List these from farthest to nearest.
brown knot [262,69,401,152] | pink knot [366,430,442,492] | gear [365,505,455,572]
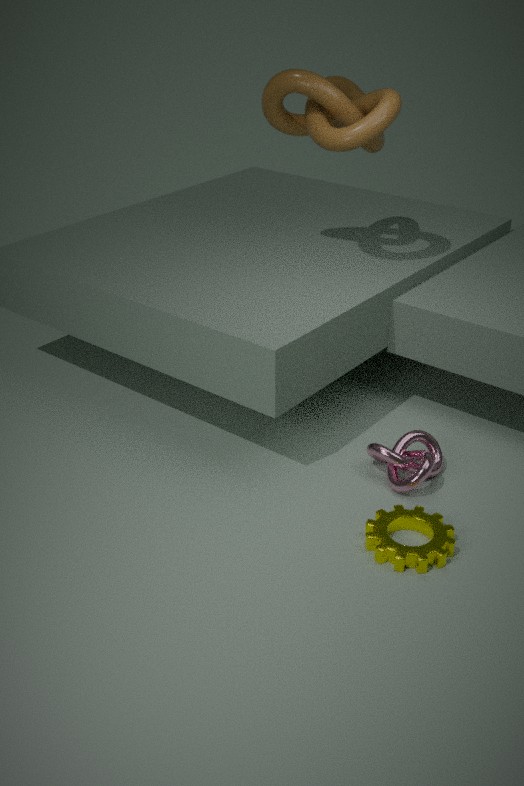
brown knot [262,69,401,152] < pink knot [366,430,442,492] < gear [365,505,455,572]
